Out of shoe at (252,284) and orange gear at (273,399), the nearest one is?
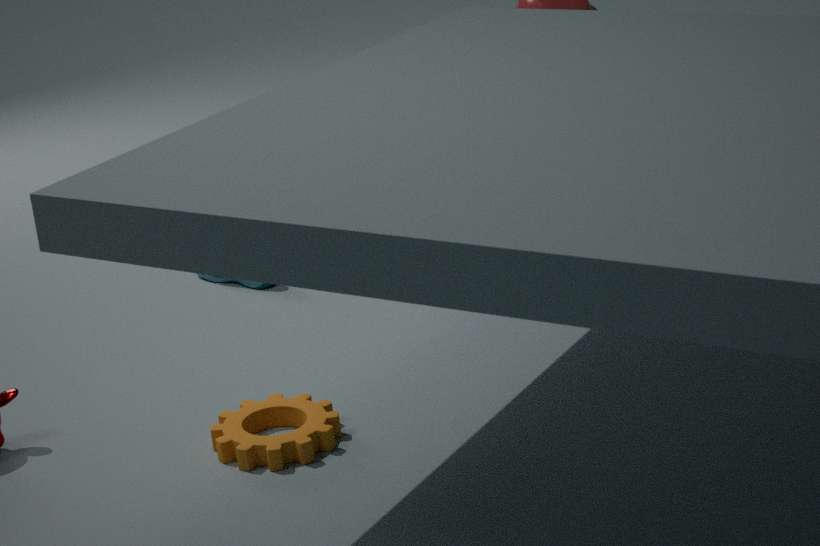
orange gear at (273,399)
